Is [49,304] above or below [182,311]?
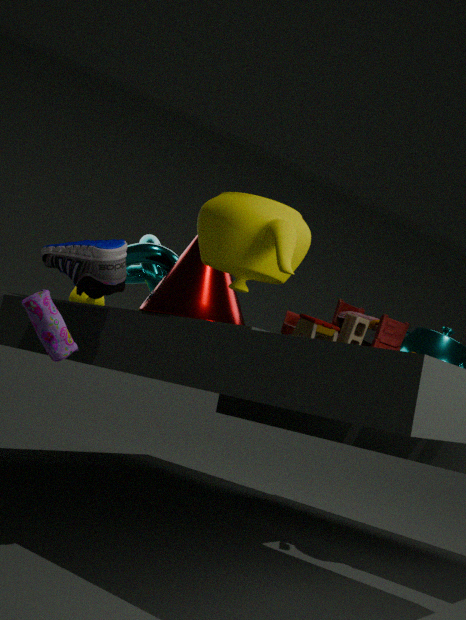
below
